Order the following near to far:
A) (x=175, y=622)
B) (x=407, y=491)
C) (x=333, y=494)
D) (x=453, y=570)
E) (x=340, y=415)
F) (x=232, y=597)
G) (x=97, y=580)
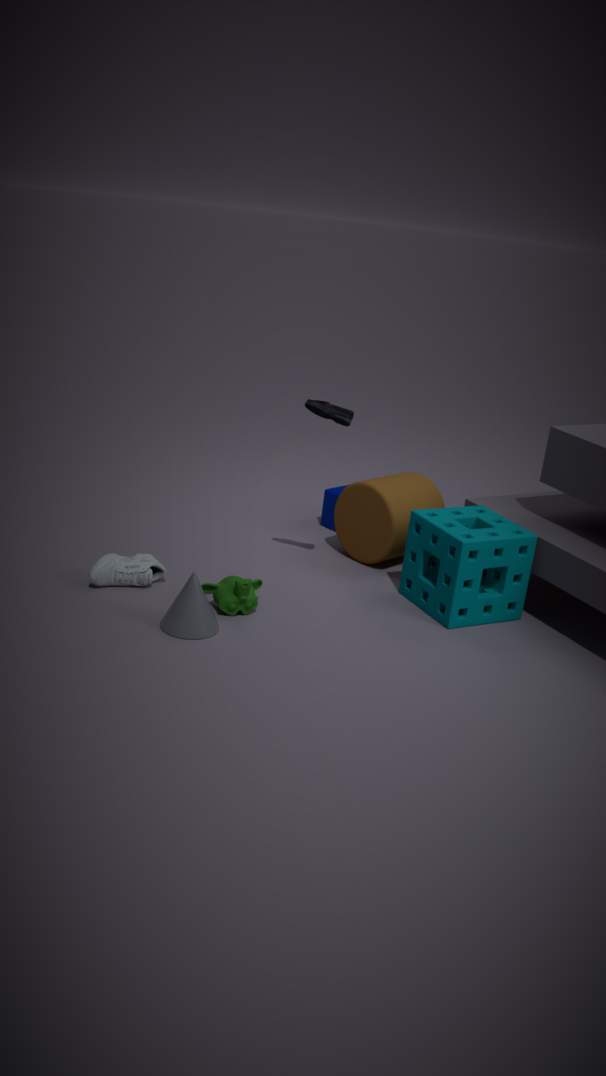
(x=175, y=622)
(x=232, y=597)
(x=453, y=570)
(x=97, y=580)
(x=340, y=415)
(x=407, y=491)
(x=333, y=494)
